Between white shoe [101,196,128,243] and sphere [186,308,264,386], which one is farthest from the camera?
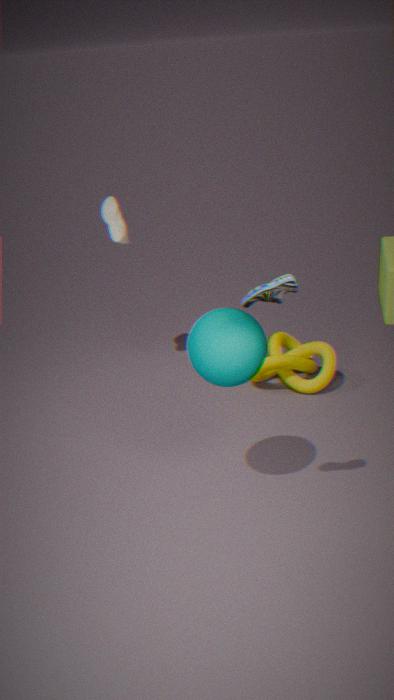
white shoe [101,196,128,243]
